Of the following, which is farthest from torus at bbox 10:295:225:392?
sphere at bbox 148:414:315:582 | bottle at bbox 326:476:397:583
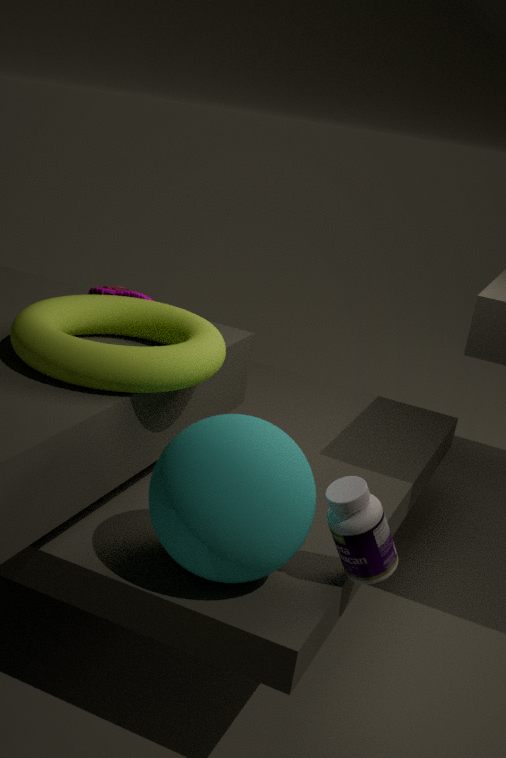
bottle at bbox 326:476:397:583
